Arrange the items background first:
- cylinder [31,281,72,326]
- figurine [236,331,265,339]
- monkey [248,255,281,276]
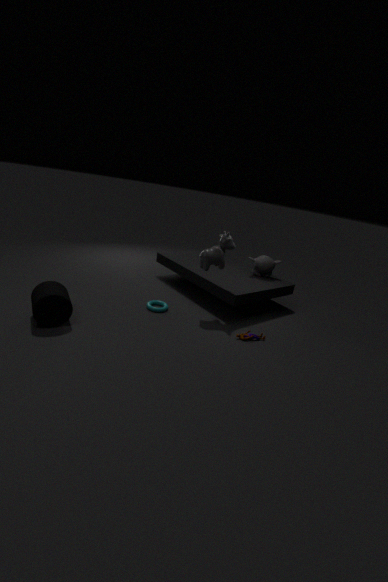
monkey [248,255,281,276] < figurine [236,331,265,339] < cylinder [31,281,72,326]
